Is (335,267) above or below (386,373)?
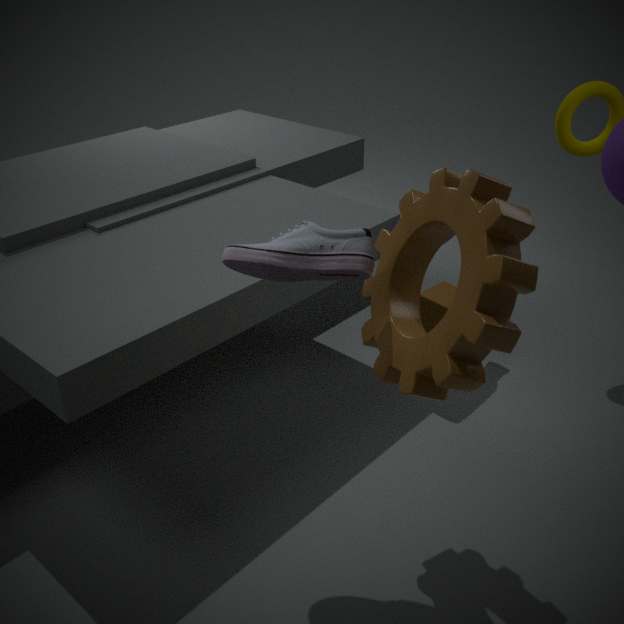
above
